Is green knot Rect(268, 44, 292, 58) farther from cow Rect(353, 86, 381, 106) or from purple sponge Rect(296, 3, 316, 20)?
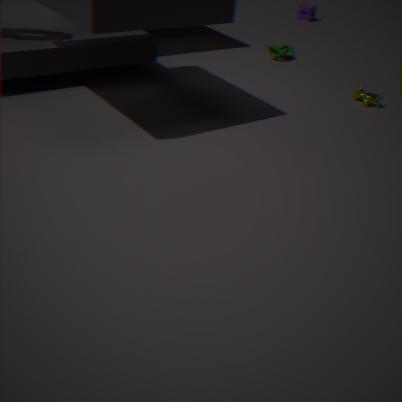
purple sponge Rect(296, 3, 316, 20)
